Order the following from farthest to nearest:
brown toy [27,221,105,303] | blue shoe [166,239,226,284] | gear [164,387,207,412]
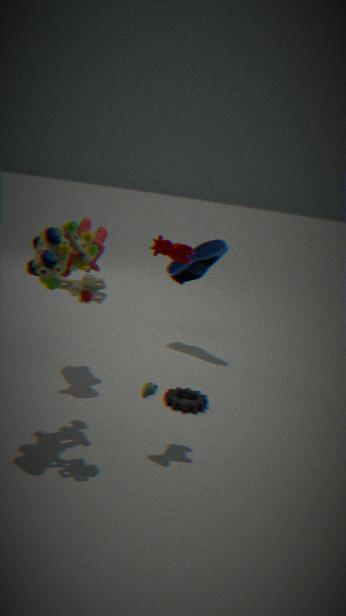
blue shoe [166,239,226,284] → gear [164,387,207,412] → brown toy [27,221,105,303]
